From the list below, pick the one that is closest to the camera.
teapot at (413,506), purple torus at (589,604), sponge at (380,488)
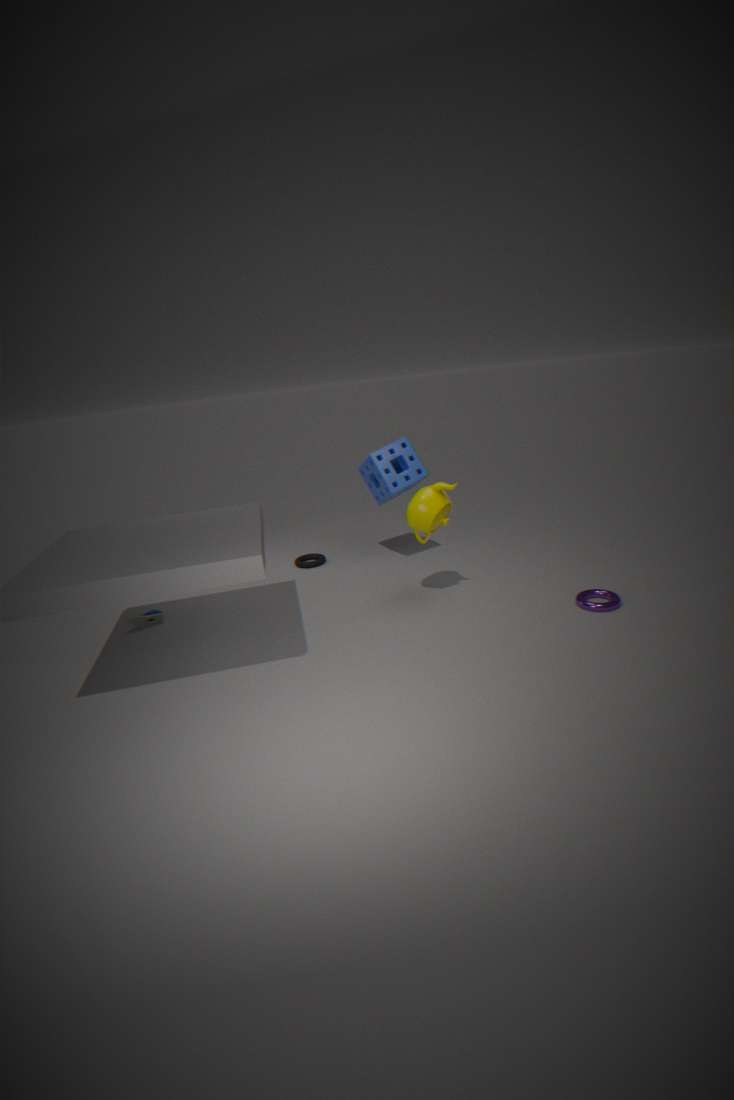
purple torus at (589,604)
